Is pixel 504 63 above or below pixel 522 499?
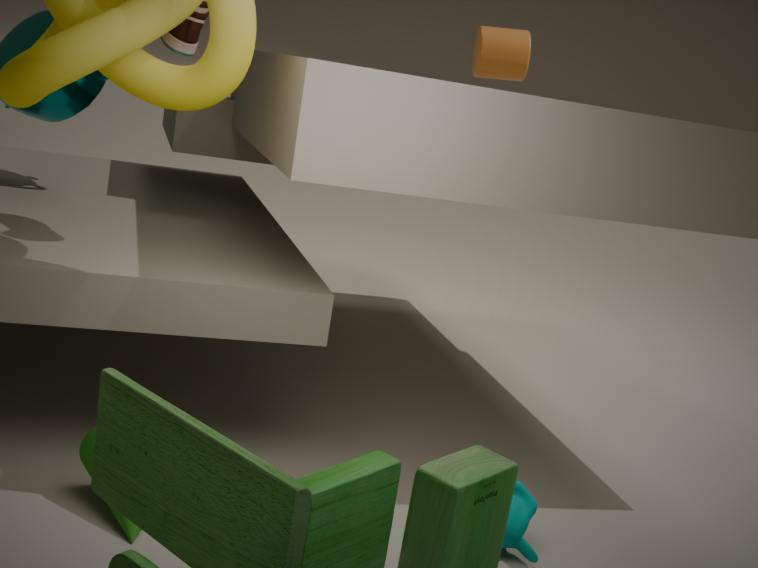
above
